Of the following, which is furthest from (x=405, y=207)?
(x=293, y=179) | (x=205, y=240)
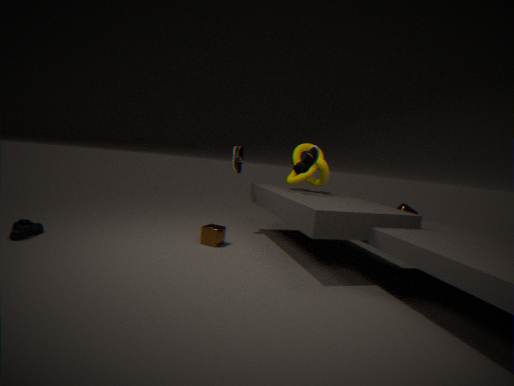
(x=205, y=240)
